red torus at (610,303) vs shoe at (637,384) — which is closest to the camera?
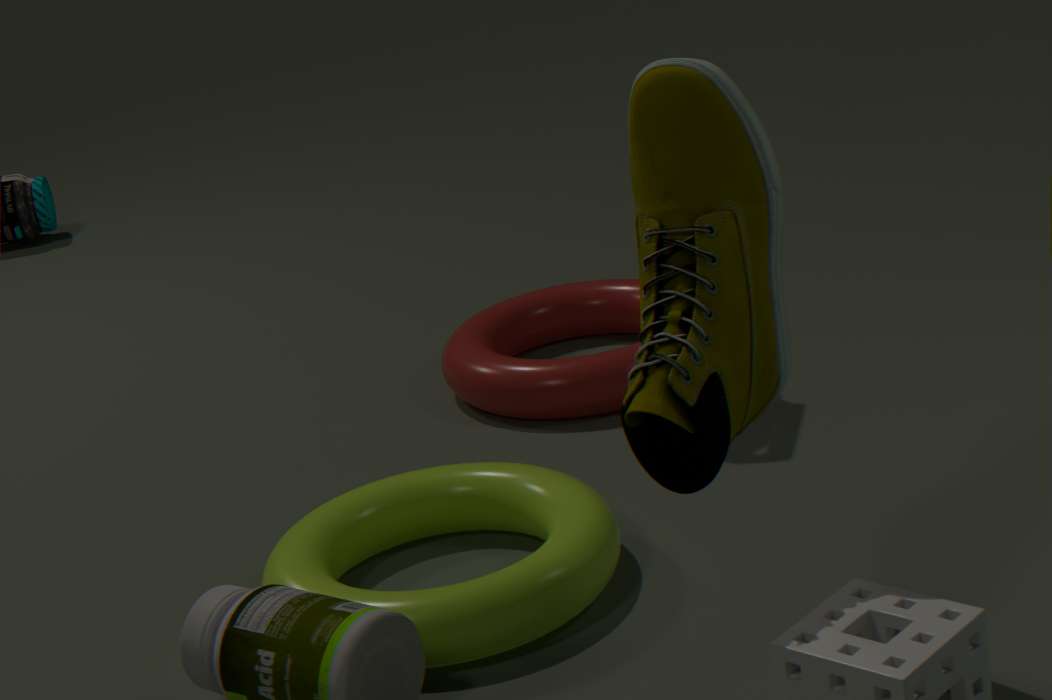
shoe at (637,384)
